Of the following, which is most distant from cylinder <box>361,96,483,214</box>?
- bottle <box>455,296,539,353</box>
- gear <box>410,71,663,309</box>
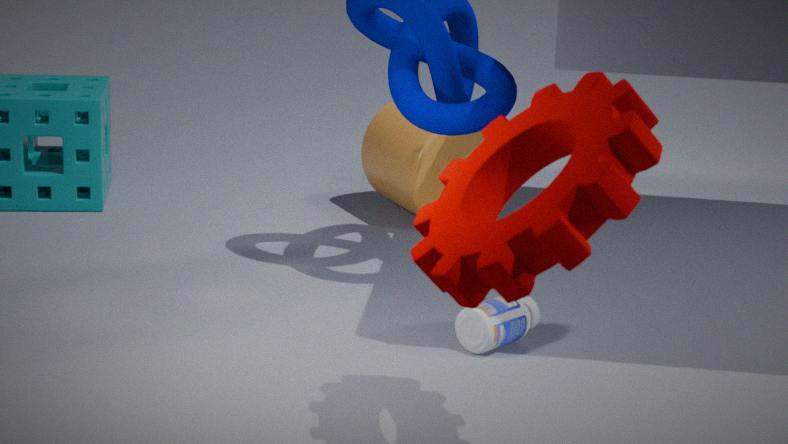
gear <box>410,71,663,309</box>
